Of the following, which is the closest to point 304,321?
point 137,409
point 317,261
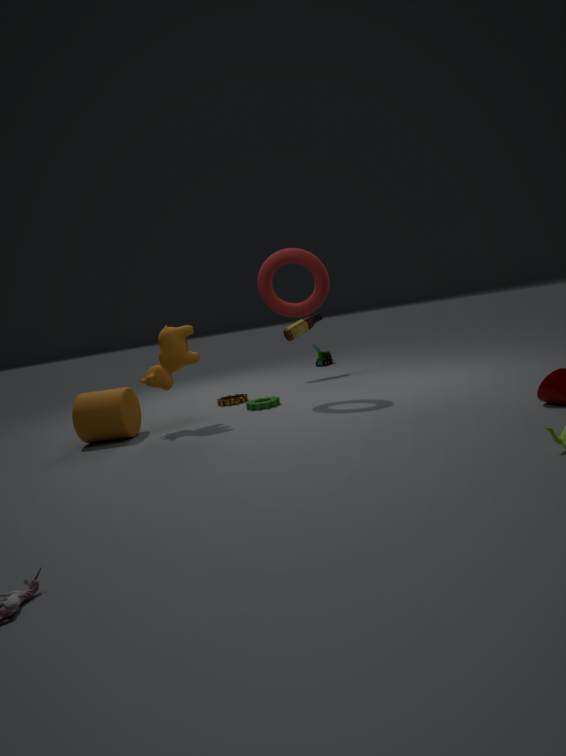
point 317,261
